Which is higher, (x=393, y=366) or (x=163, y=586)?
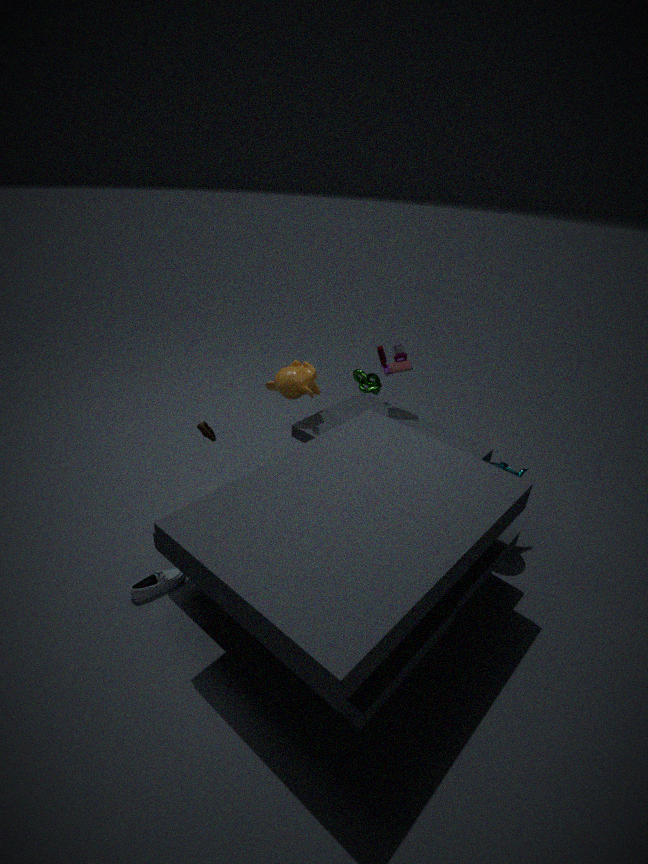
(x=393, y=366)
